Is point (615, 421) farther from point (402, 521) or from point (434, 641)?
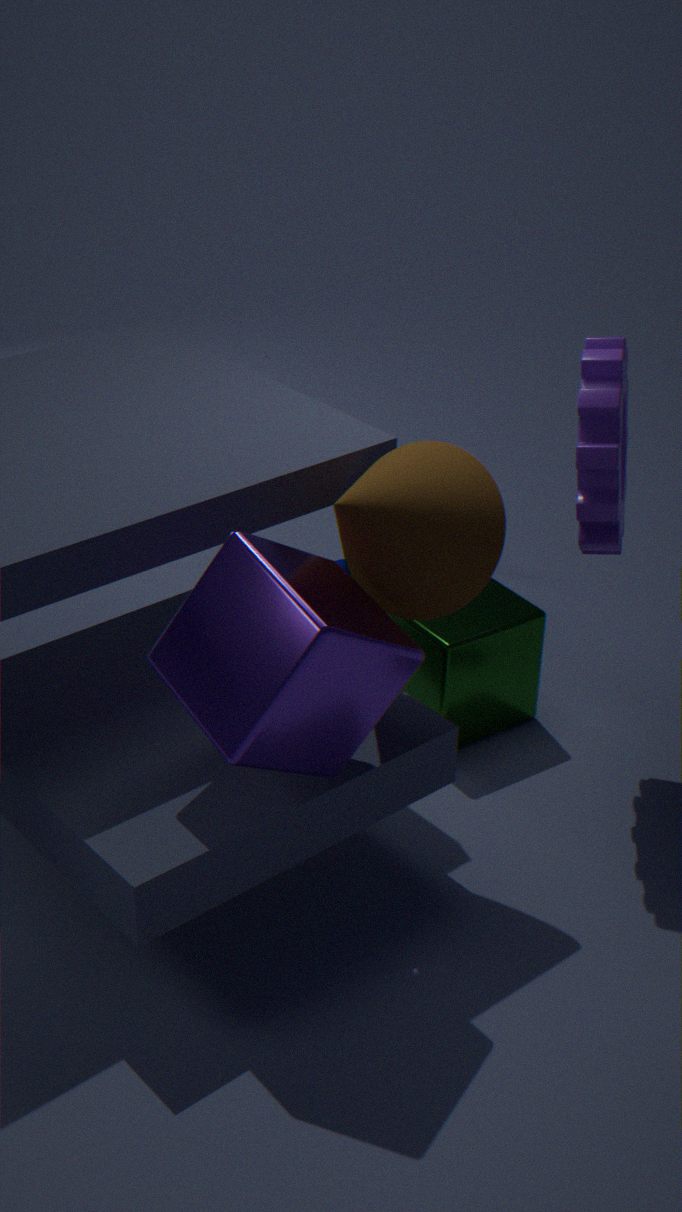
point (434, 641)
